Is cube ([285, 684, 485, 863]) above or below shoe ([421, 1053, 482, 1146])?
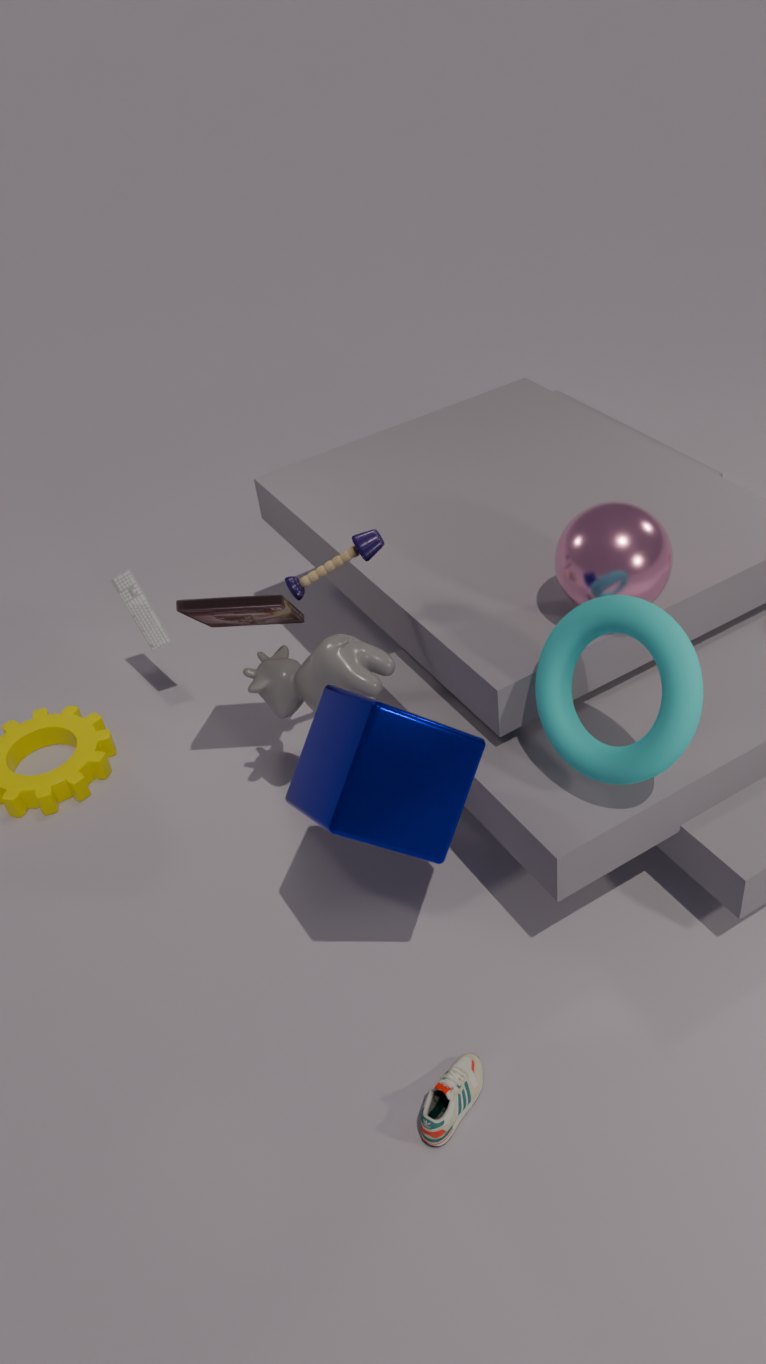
above
